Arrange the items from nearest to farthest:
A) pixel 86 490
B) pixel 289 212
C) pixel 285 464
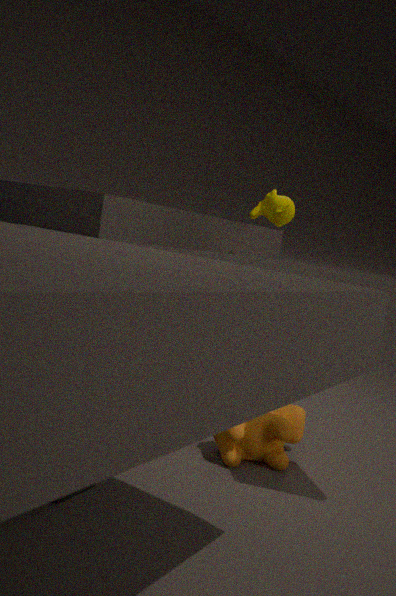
pixel 86 490 → pixel 285 464 → pixel 289 212
